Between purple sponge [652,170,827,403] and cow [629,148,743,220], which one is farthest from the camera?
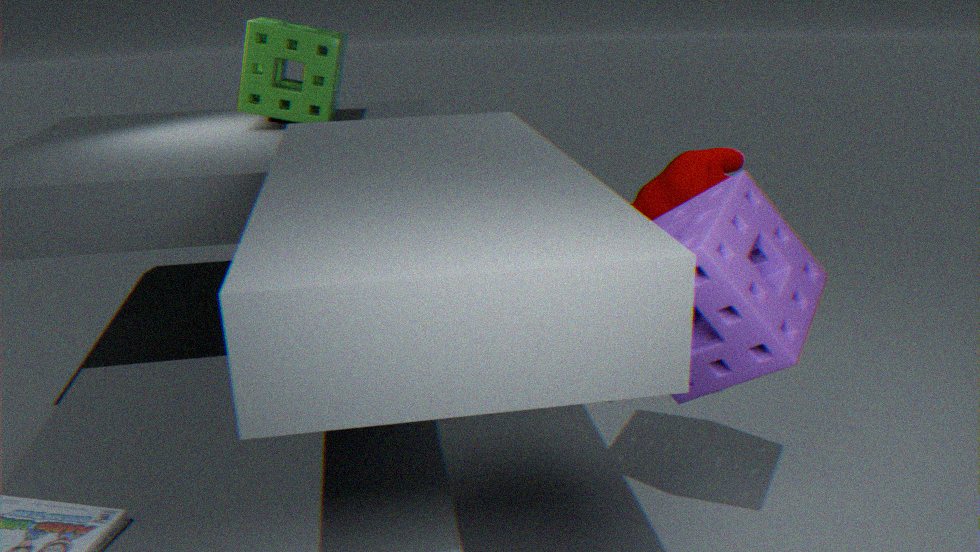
cow [629,148,743,220]
